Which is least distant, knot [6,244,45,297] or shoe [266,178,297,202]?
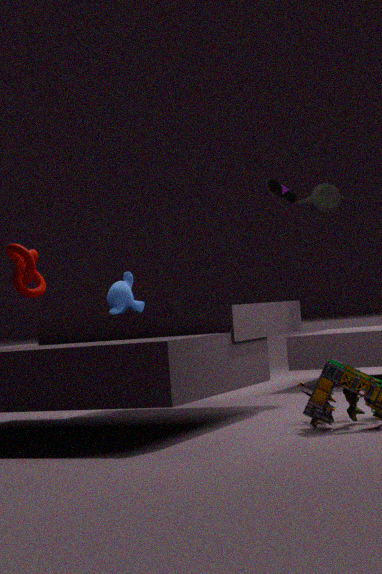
knot [6,244,45,297]
